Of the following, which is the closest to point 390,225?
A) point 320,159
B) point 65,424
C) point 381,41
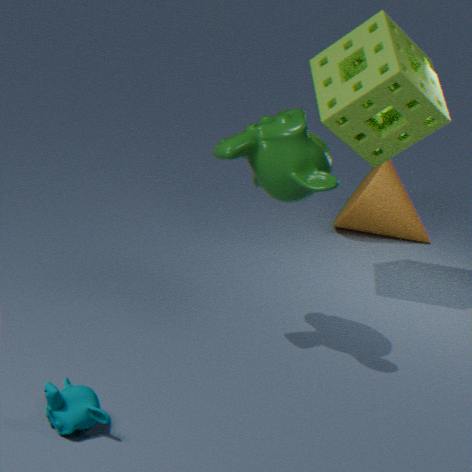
point 381,41
